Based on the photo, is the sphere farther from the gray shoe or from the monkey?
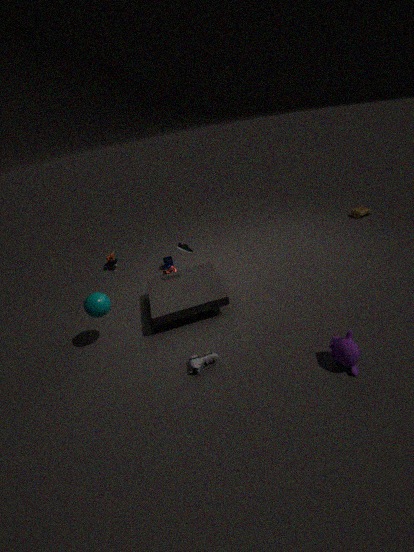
the monkey
